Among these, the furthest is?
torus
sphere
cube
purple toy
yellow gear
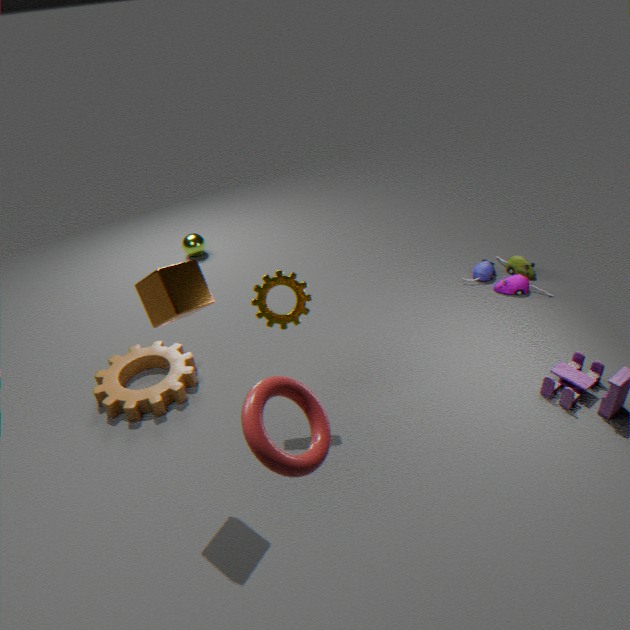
sphere
